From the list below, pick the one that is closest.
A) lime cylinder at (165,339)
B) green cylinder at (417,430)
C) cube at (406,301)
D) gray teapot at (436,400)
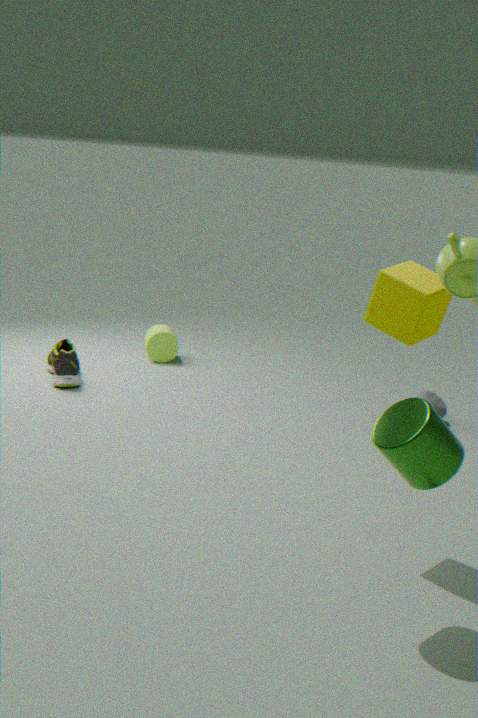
green cylinder at (417,430)
